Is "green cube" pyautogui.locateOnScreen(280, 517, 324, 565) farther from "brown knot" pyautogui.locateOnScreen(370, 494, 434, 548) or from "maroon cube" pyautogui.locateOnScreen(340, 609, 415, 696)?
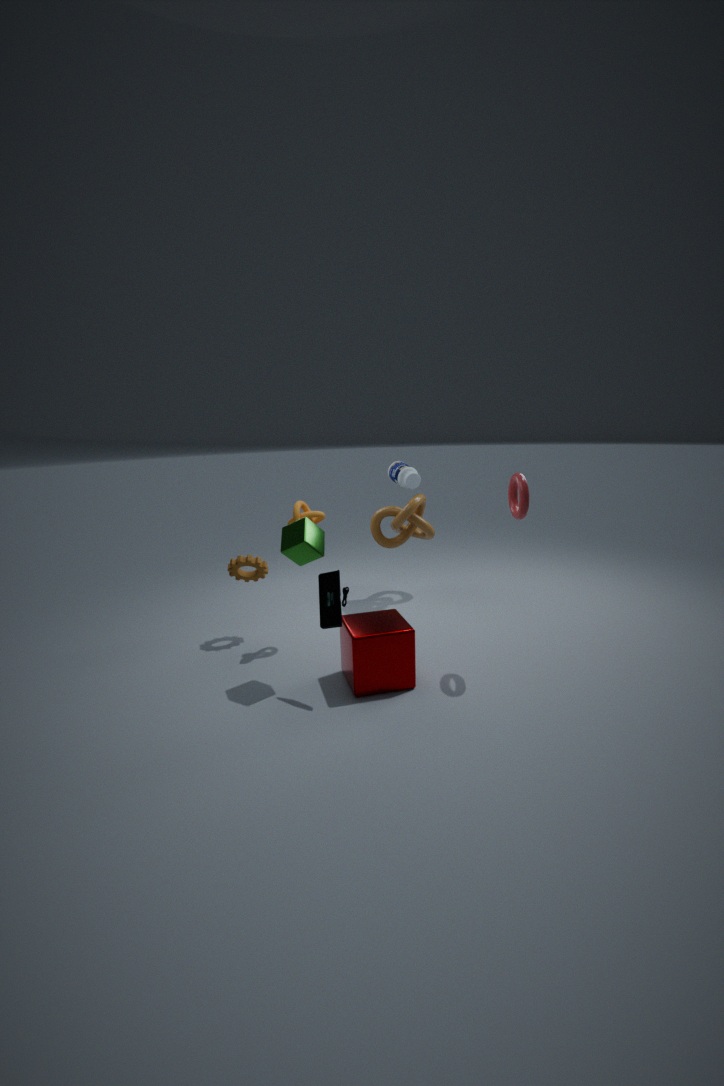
"brown knot" pyautogui.locateOnScreen(370, 494, 434, 548)
